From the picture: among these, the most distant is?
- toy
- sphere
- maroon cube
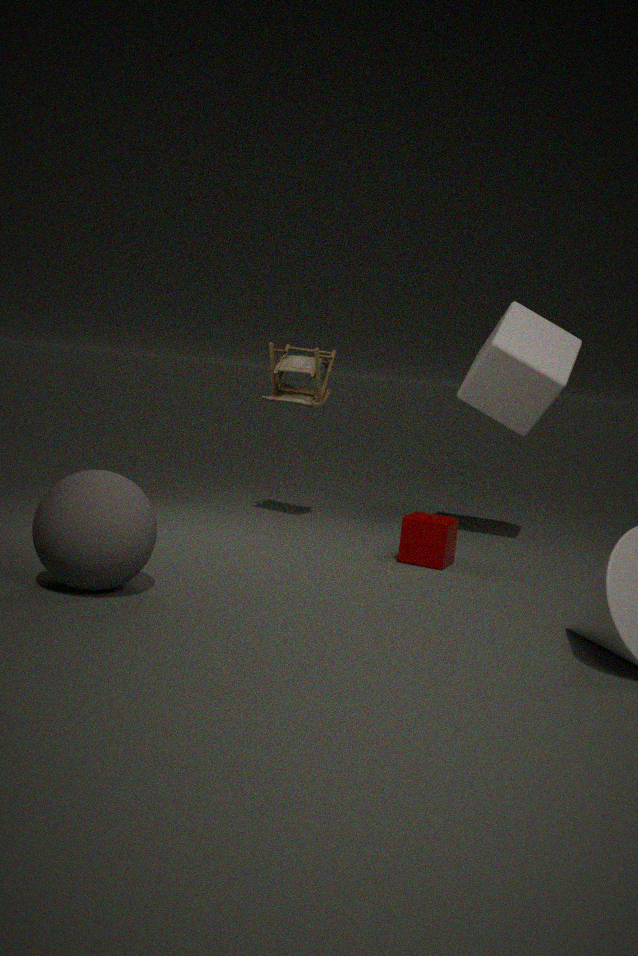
toy
